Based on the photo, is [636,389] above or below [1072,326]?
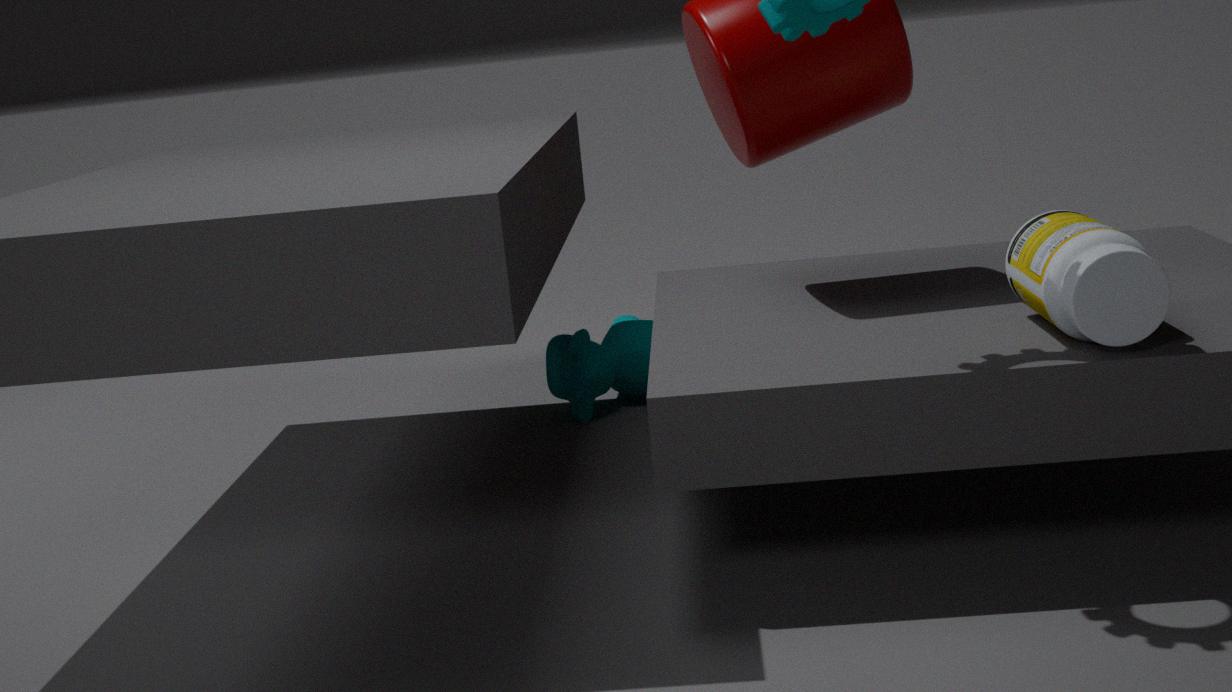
below
